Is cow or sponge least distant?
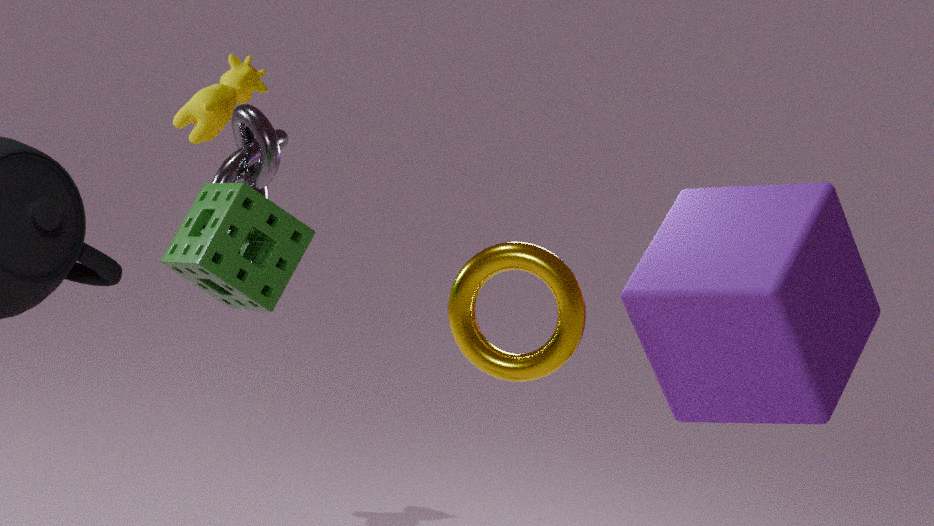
sponge
